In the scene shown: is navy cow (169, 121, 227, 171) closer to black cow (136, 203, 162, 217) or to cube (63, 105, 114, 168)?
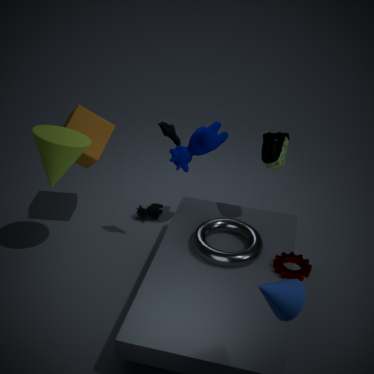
cube (63, 105, 114, 168)
